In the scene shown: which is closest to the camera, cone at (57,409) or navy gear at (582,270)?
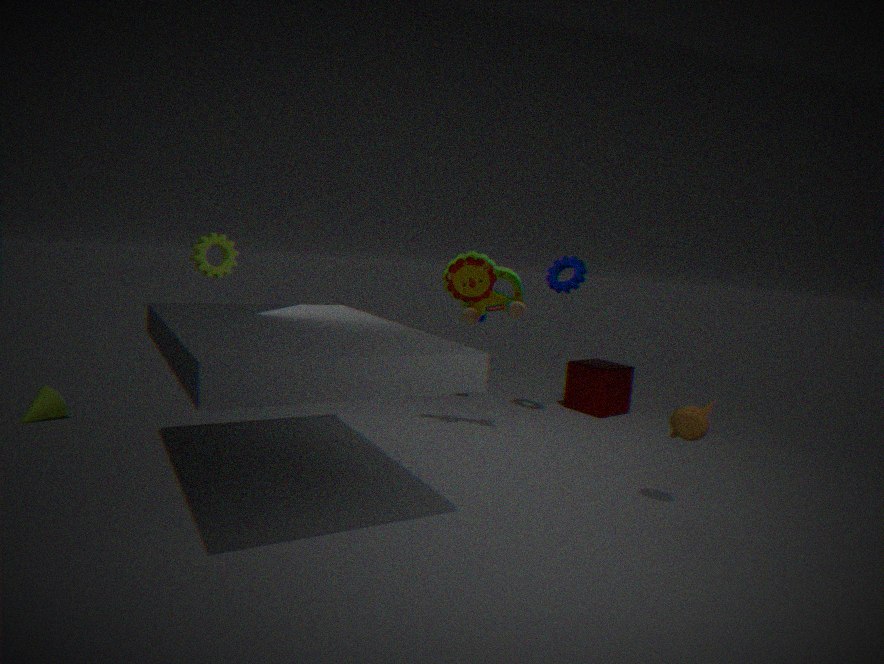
cone at (57,409)
